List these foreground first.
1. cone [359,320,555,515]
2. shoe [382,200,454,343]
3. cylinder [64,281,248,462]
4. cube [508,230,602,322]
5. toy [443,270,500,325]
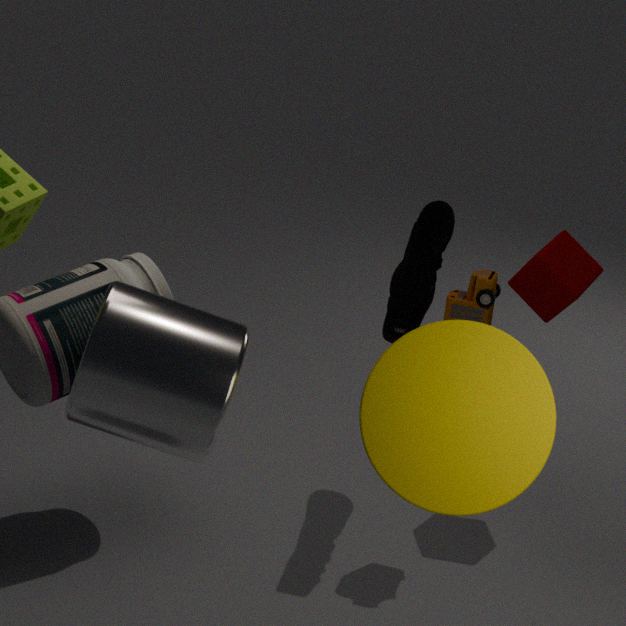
cone [359,320,555,515]
cylinder [64,281,248,462]
toy [443,270,500,325]
shoe [382,200,454,343]
cube [508,230,602,322]
